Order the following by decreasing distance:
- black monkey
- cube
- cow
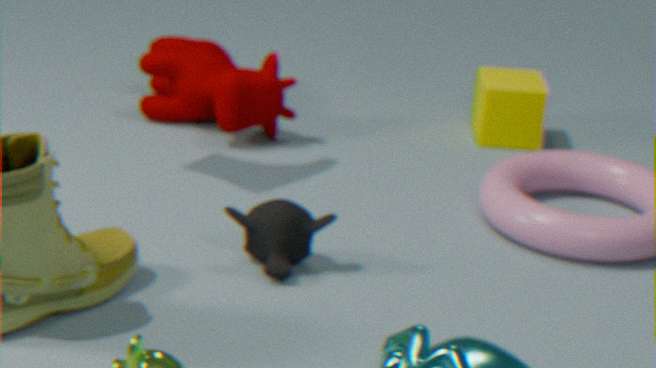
cube → cow → black monkey
